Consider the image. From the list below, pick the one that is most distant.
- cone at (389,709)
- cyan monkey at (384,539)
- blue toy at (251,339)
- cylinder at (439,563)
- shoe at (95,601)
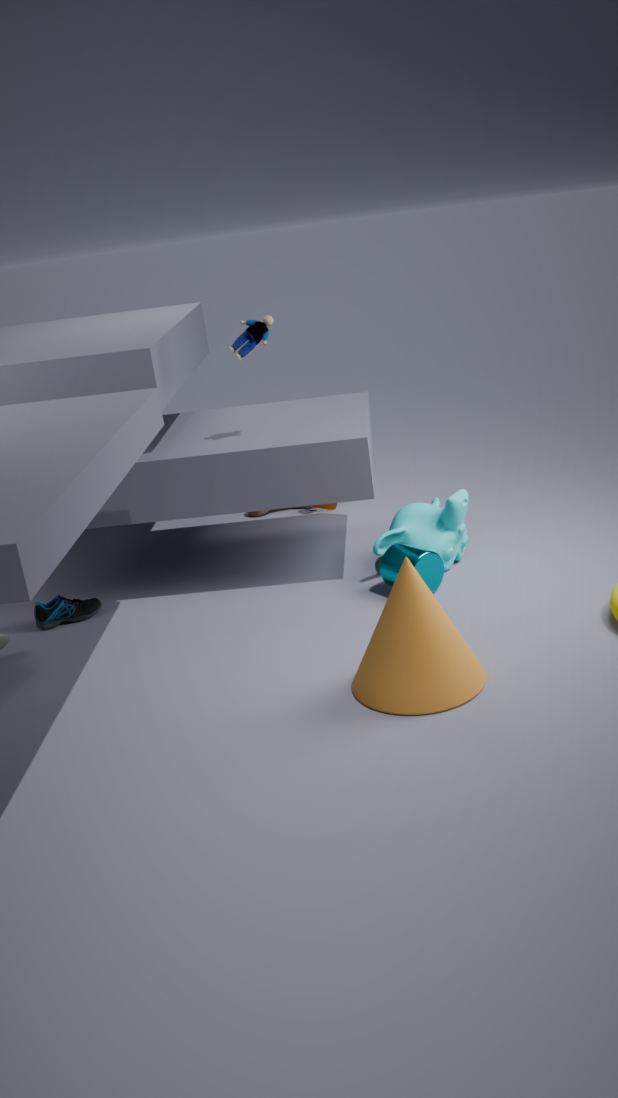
shoe at (95,601)
